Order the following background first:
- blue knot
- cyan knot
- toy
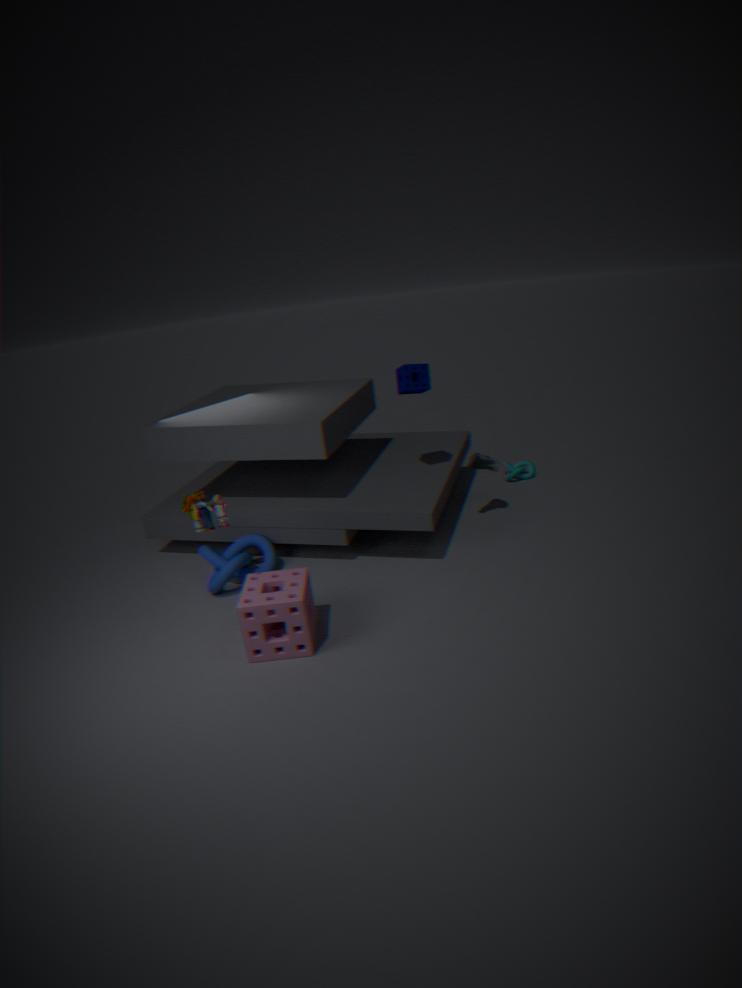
cyan knot < blue knot < toy
